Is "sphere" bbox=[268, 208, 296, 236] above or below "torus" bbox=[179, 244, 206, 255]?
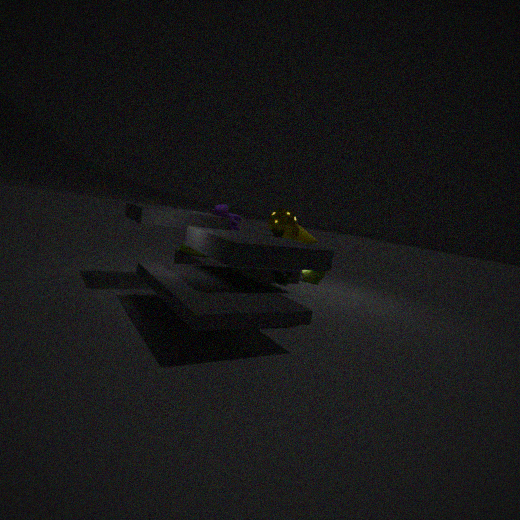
above
